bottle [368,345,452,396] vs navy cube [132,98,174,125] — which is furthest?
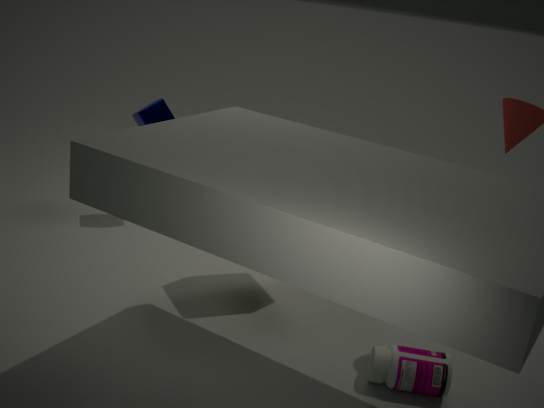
navy cube [132,98,174,125]
